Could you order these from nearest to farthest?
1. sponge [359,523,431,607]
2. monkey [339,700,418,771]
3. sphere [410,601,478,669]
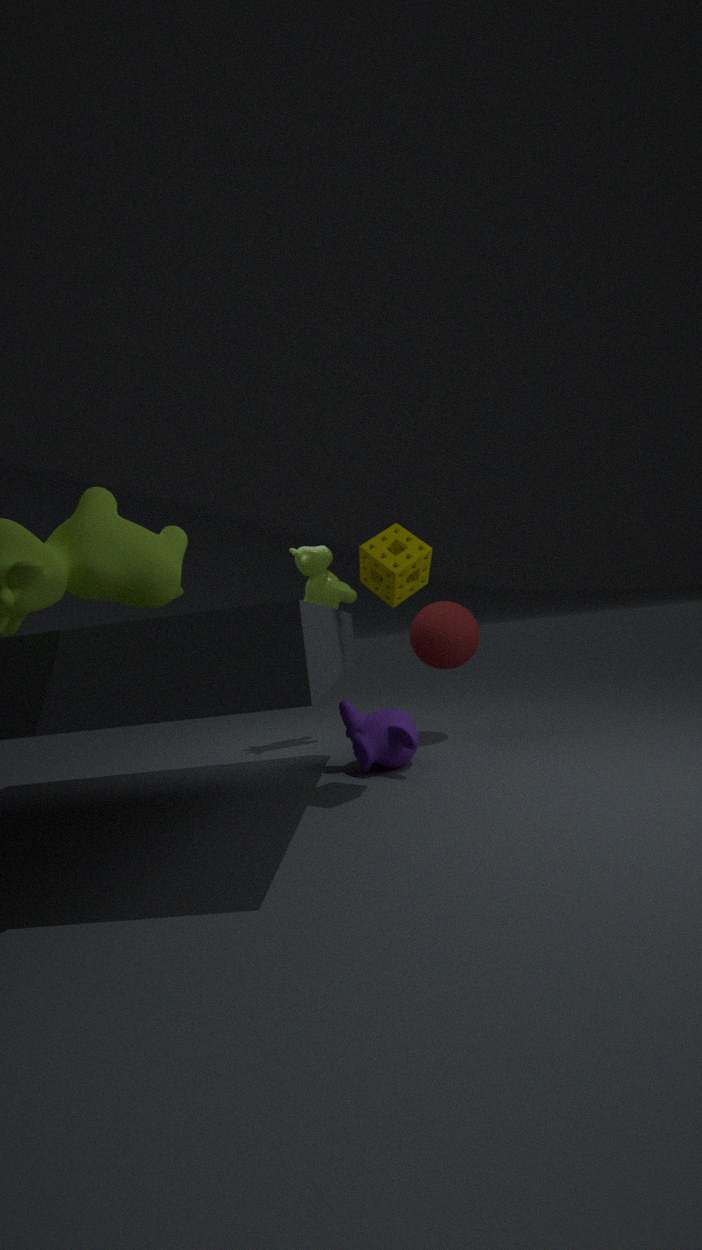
sponge [359,523,431,607]
monkey [339,700,418,771]
sphere [410,601,478,669]
